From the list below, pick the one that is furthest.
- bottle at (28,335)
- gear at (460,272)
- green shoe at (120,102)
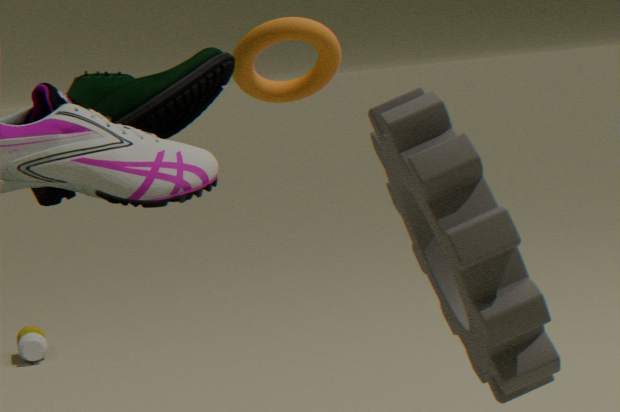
bottle at (28,335)
